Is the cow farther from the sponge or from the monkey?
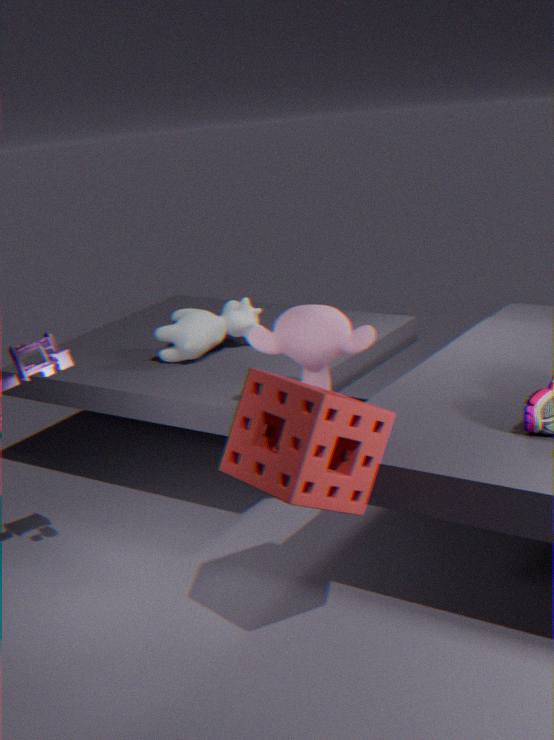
the sponge
